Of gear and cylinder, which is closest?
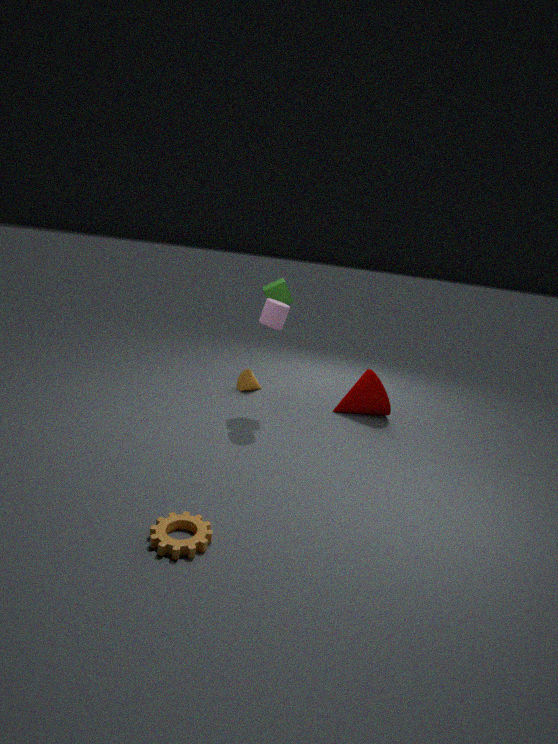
gear
